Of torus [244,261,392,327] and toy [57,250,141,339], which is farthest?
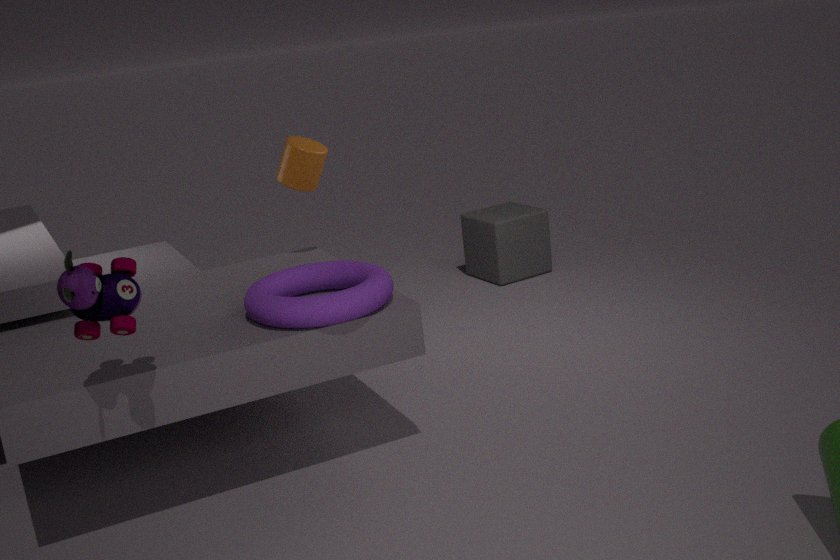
torus [244,261,392,327]
